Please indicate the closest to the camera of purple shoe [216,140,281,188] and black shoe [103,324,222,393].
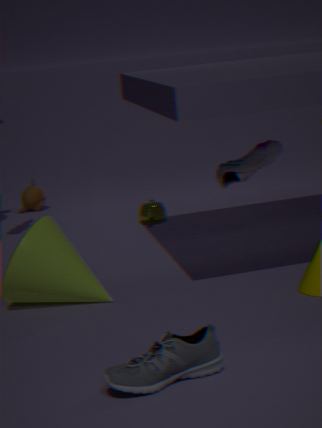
black shoe [103,324,222,393]
